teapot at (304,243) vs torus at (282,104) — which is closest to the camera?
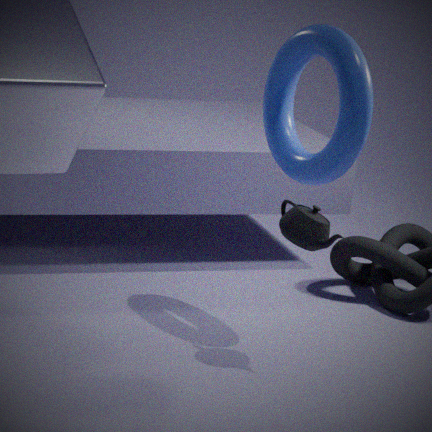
teapot at (304,243)
